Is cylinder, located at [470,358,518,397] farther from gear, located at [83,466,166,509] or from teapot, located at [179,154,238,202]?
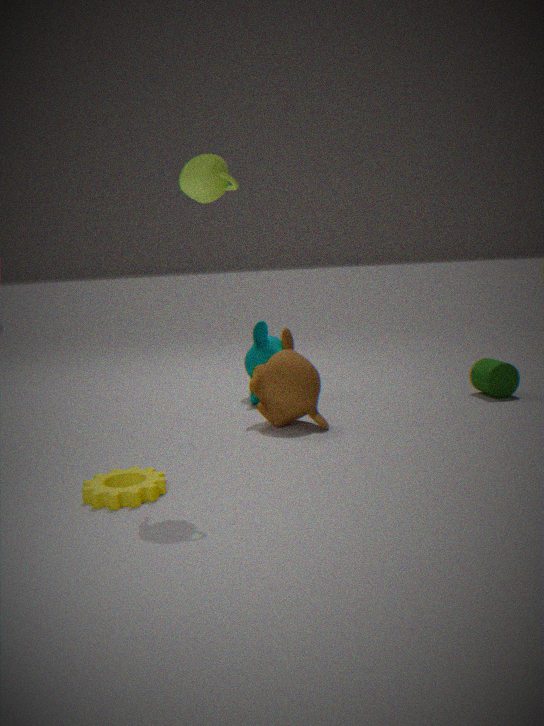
gear, located at [83,466,166,509]
